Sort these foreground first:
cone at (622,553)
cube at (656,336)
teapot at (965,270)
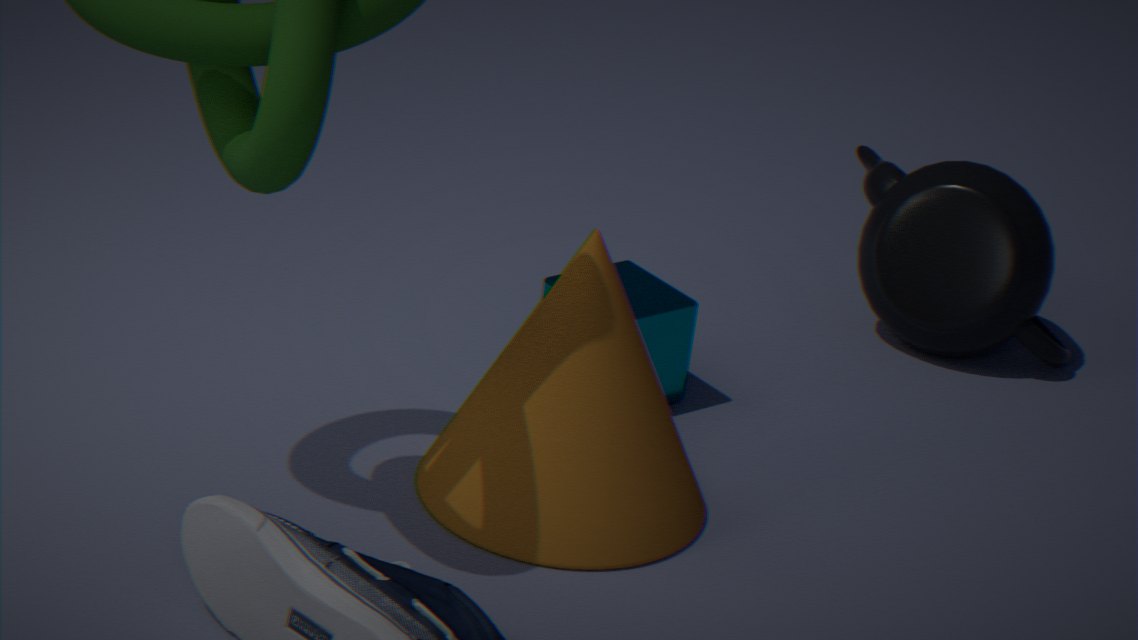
cone at (622,553)
cube at (656,336)
teapot at (965,270)
